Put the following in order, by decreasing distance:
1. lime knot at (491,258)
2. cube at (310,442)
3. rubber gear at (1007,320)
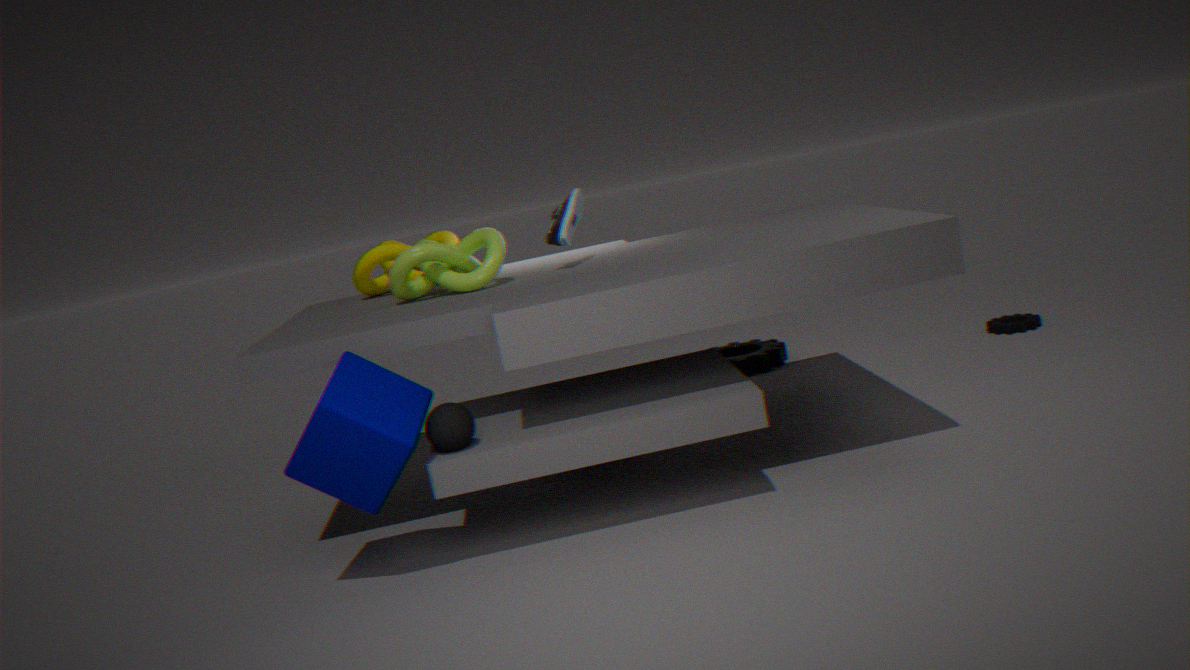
rubber gear at (1007,320), lime knot at (491,258), cube at (310,442)
